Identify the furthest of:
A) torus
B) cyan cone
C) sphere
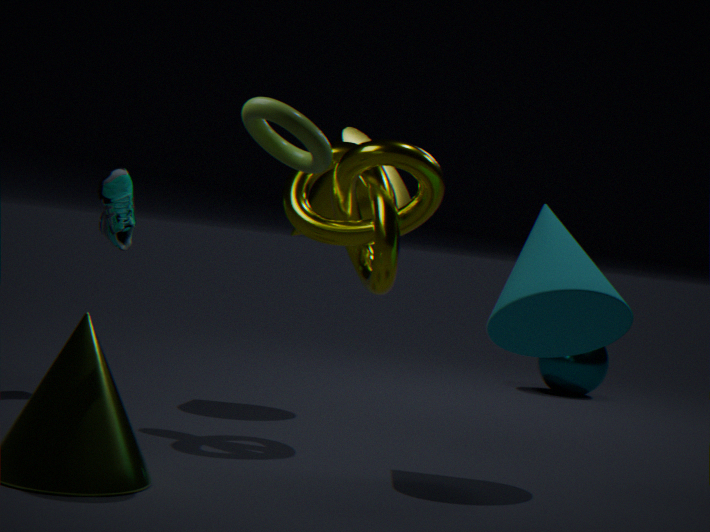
sphere
